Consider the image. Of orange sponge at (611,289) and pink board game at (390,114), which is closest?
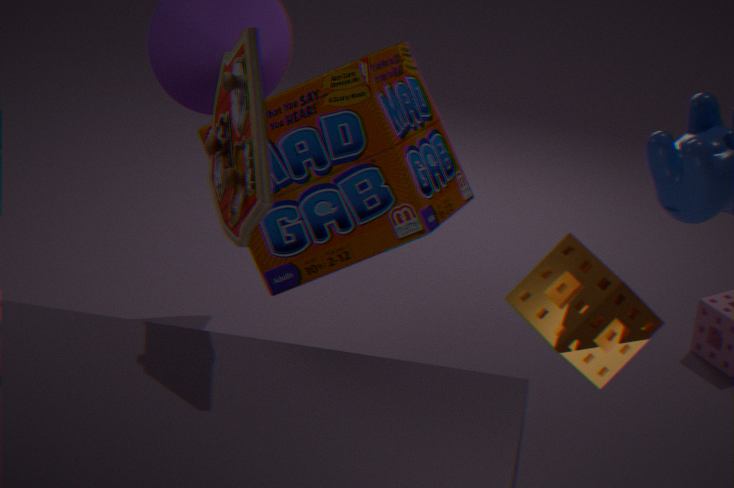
orange sponge at (611,289)
